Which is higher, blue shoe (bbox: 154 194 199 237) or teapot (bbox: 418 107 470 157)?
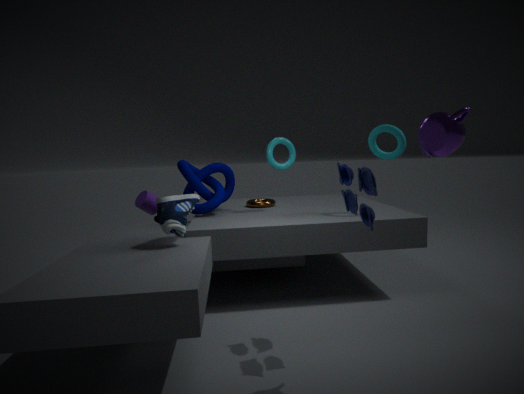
teapot (bbox: 418 107 470 157)
